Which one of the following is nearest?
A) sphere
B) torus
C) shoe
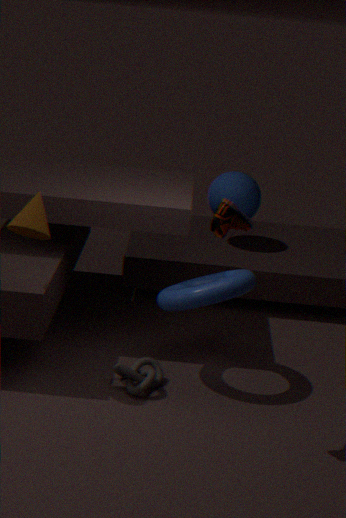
shoe
